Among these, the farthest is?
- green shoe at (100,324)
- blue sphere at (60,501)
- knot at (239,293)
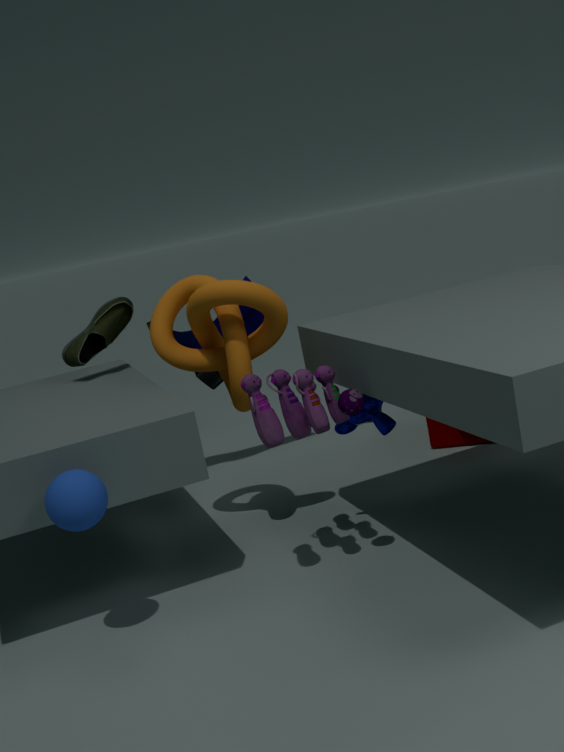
green shoe at (100,324)
